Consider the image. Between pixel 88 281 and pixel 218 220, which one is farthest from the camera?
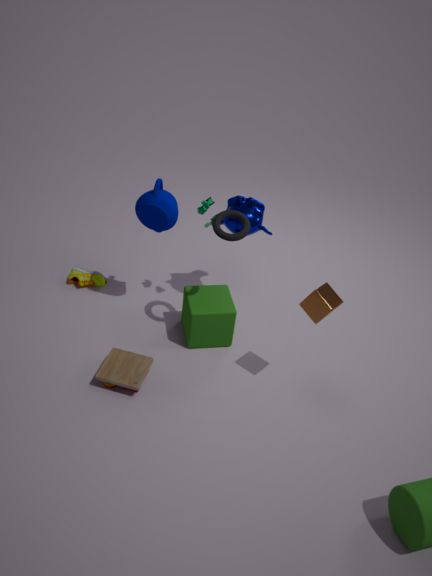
pixel 88 281
